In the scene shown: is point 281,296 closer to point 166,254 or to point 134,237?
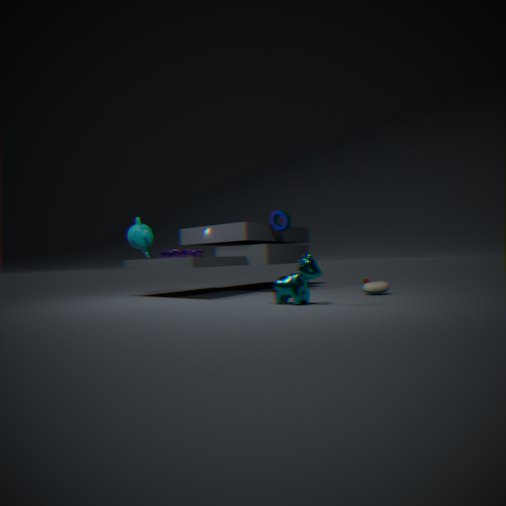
point 166,254
